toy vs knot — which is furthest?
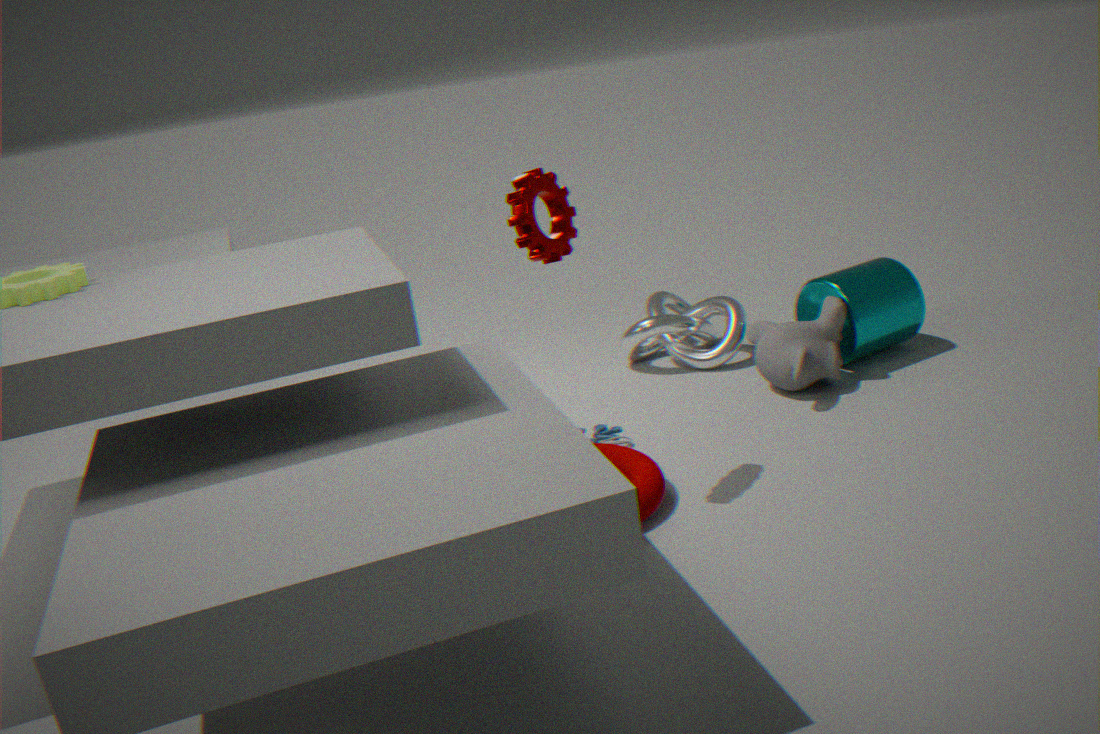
knot
